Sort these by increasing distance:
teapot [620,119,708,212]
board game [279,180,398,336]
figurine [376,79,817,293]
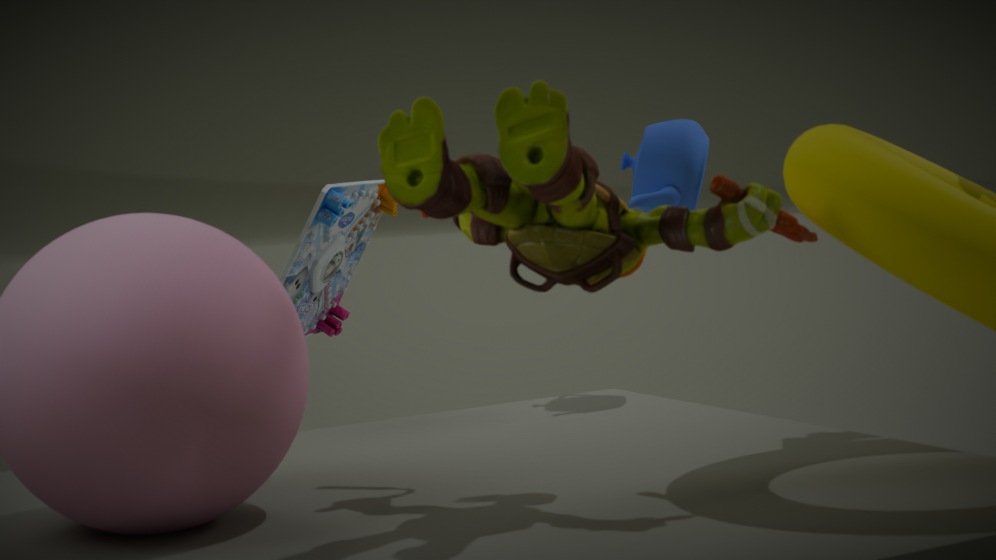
1. figurine [376,79,817,293]
2. teapot [620,119,708,212]
3. board game [279,180,398,336]
